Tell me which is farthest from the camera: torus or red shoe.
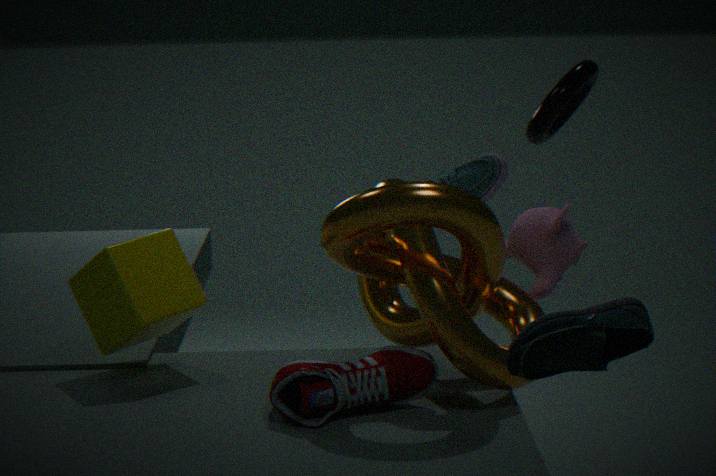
torus
